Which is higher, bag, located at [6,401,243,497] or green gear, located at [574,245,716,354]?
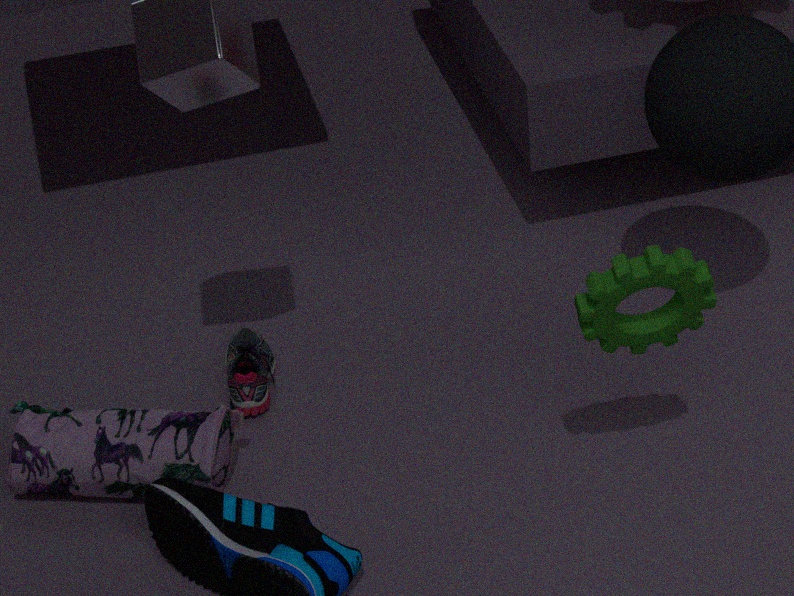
green gear, located at [574,245,716,354]
